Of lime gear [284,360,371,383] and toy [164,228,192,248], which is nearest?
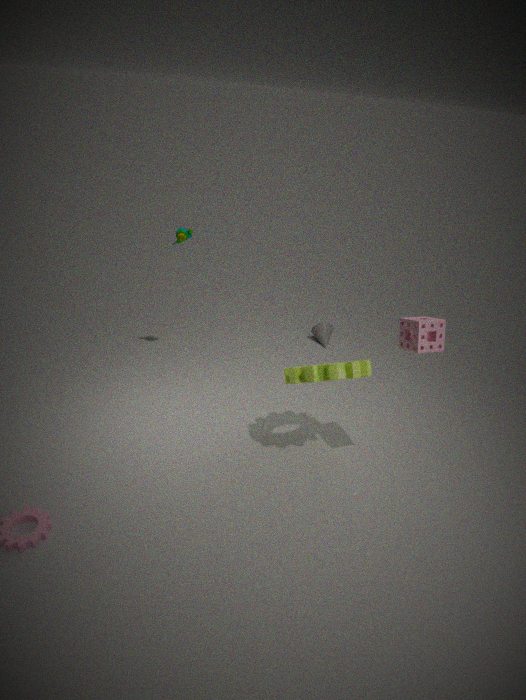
lime gear [284,360,371,383]
